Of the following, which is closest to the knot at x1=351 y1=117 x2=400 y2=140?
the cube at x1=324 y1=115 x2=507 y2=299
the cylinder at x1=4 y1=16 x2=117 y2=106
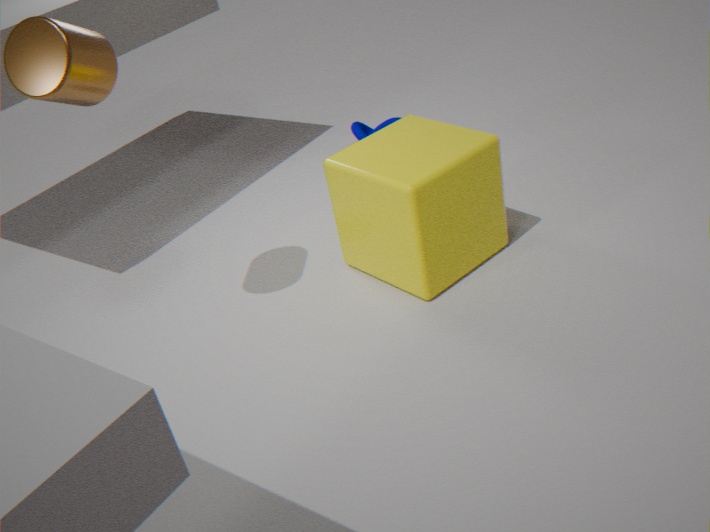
the cube at x1=324 y1=115 x2=507 y2=299
